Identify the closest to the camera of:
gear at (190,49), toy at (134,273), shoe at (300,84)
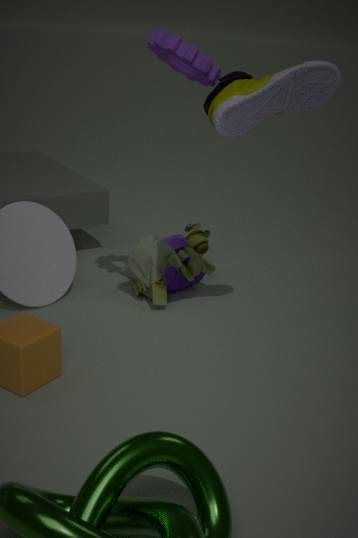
shoe at (300,84)
